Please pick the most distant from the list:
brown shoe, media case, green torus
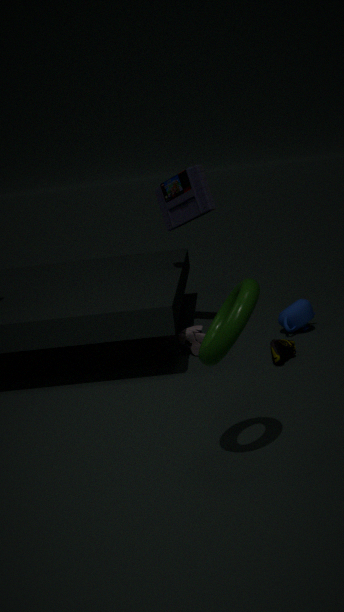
media case
